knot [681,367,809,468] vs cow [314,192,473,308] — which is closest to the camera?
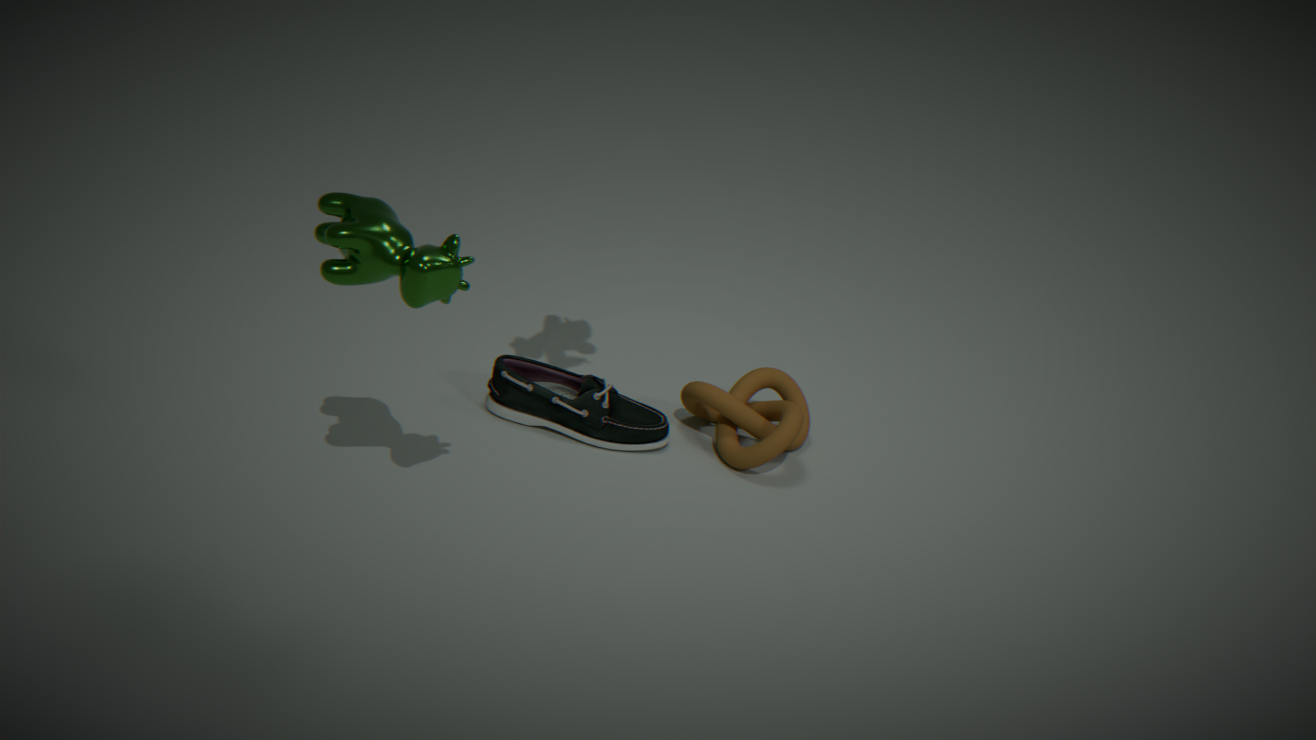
cow [314,192,473,308]
